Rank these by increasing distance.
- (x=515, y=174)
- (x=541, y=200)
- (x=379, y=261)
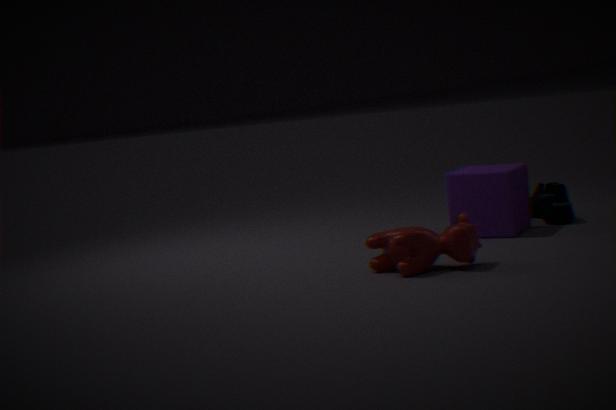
(x=379, y=261), (x=515, y=174), (x=541, y=200)
